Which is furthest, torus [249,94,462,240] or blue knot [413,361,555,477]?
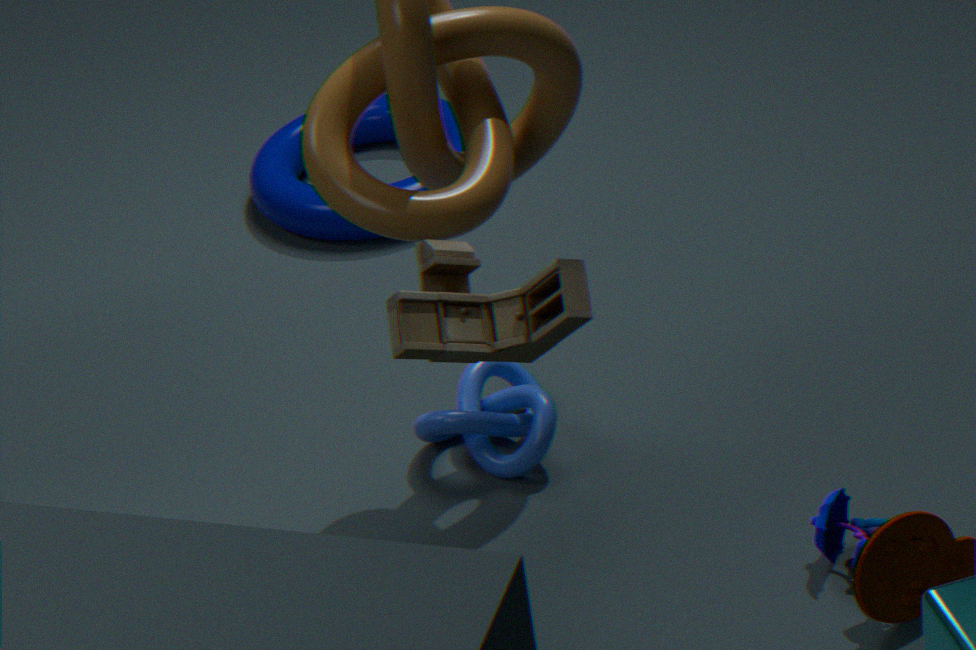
torus [249,94,462,240]
